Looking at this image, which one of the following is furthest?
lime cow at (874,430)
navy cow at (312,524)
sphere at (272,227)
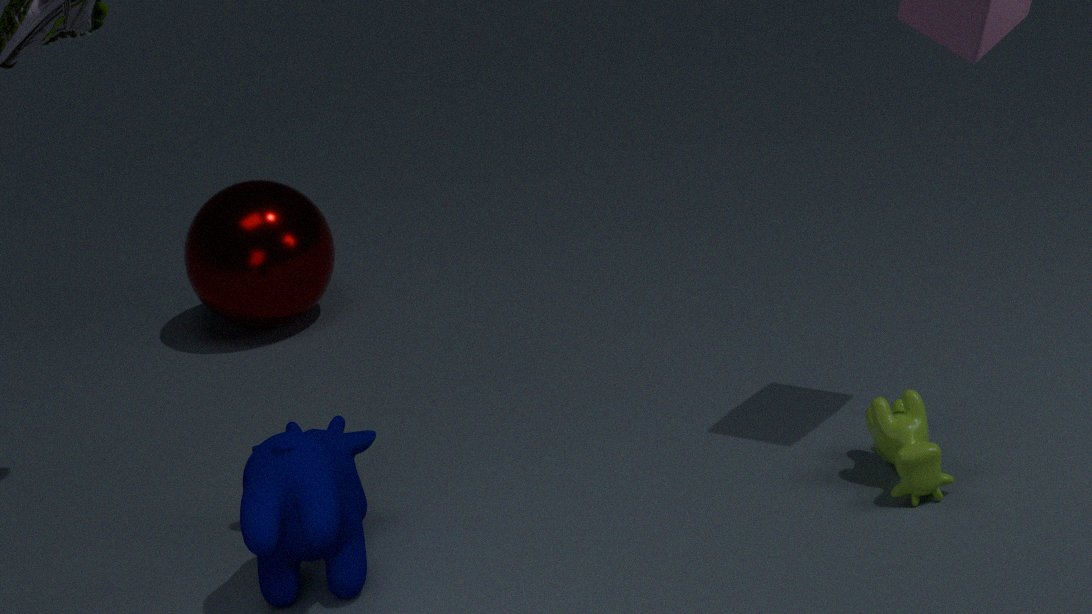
sphere at (272,227)
